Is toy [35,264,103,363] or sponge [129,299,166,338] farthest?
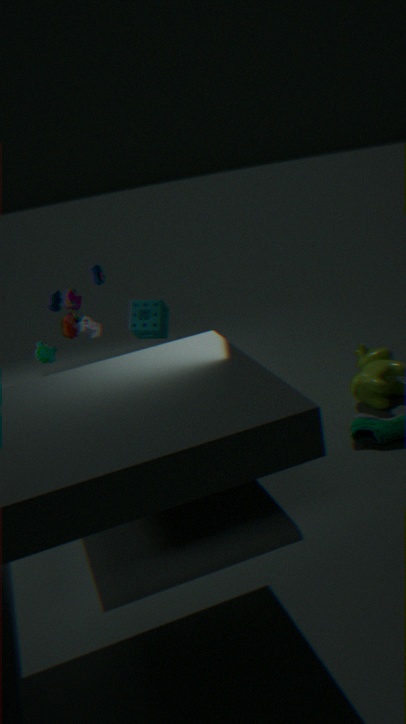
sponge [129,299,166,338]
